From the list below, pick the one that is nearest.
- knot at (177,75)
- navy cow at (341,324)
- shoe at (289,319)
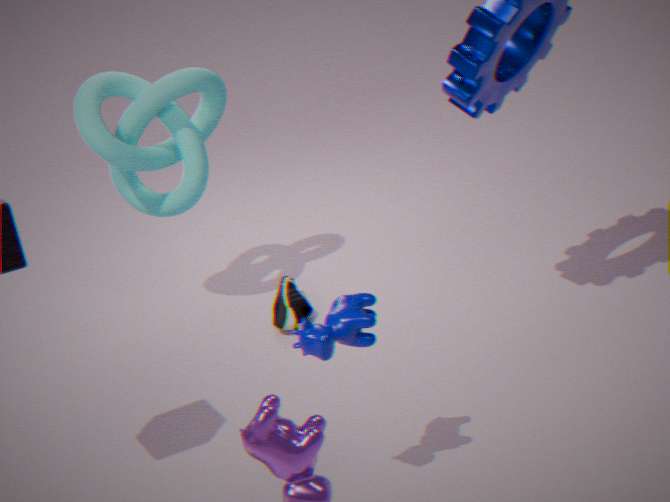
navy cow at (341,324)
